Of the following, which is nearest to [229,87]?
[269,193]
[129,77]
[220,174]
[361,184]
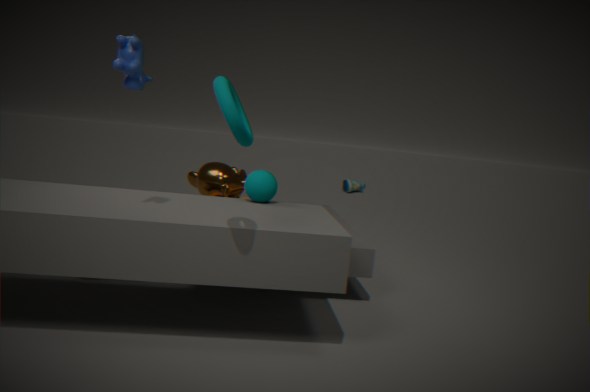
[129,77]
